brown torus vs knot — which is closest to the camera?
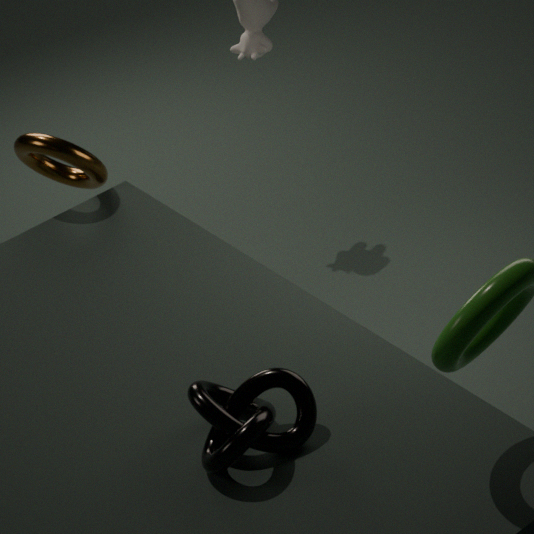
knot
